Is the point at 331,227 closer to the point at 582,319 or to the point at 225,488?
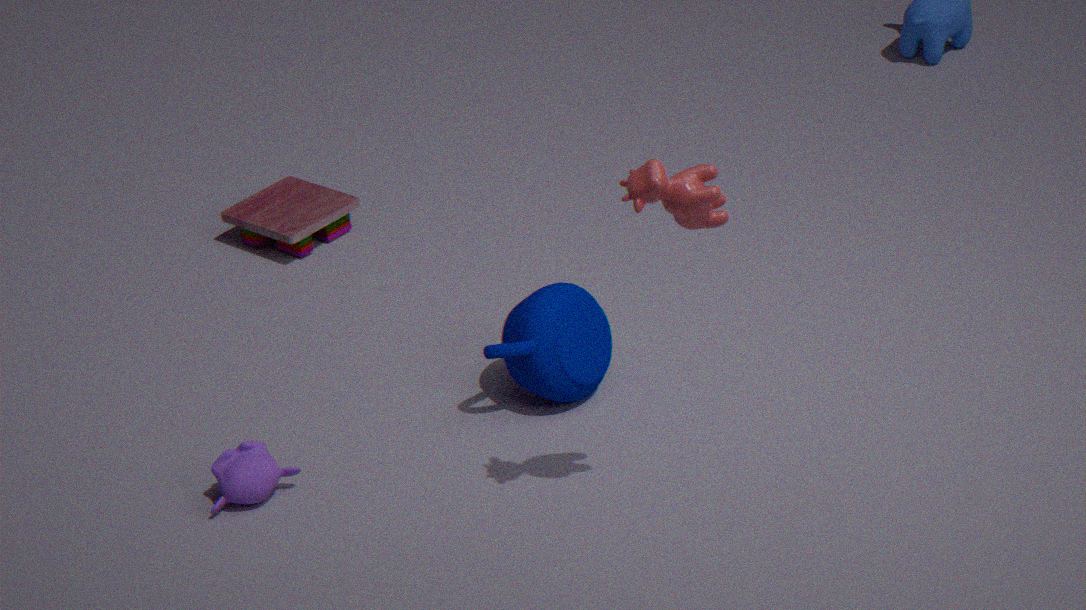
the point at 582,319
